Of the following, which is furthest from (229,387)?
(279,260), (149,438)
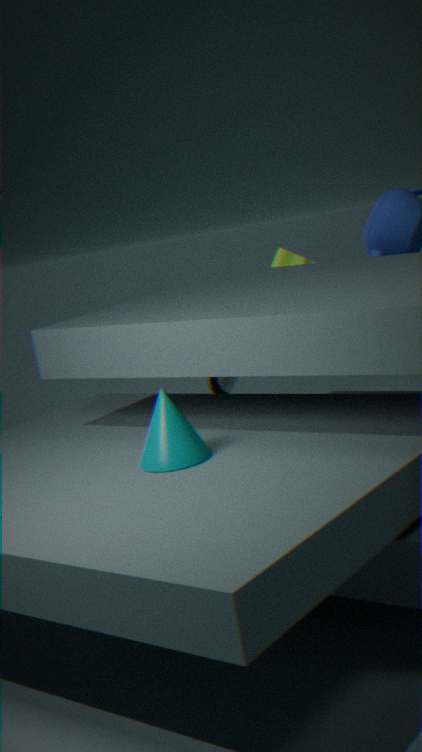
(149,438)
